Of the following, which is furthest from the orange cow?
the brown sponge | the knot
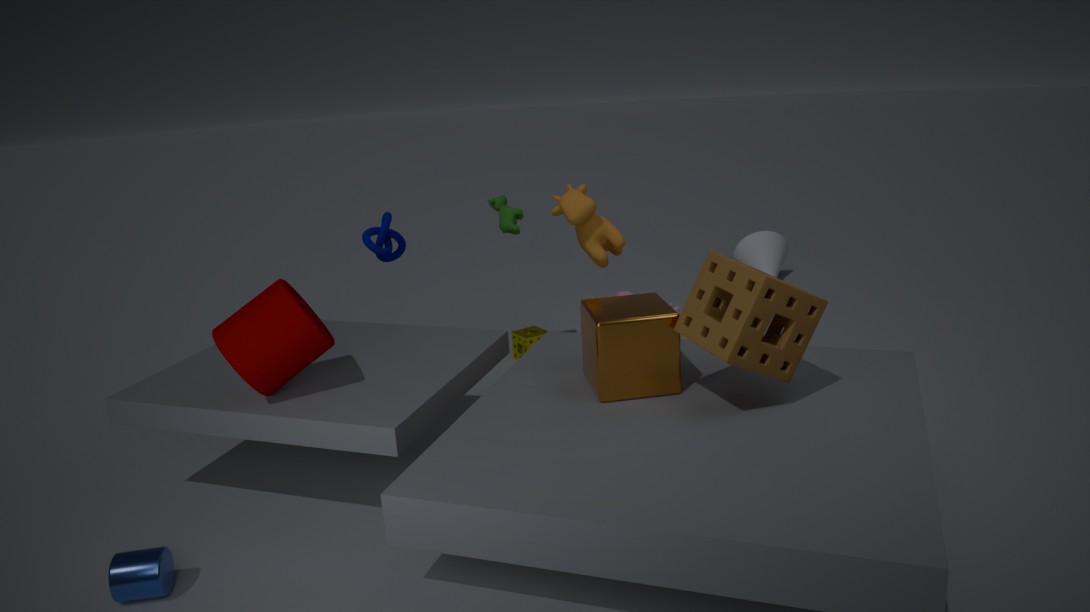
the brown sponge
